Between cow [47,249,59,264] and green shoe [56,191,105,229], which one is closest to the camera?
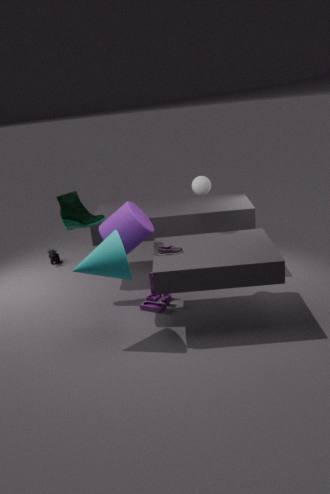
green shoe [56,191,105,229]
